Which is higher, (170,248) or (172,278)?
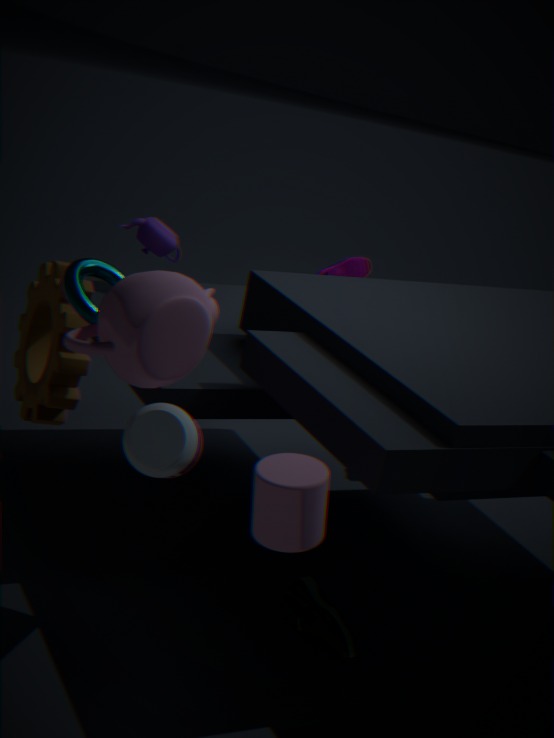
Result: (172,278)
